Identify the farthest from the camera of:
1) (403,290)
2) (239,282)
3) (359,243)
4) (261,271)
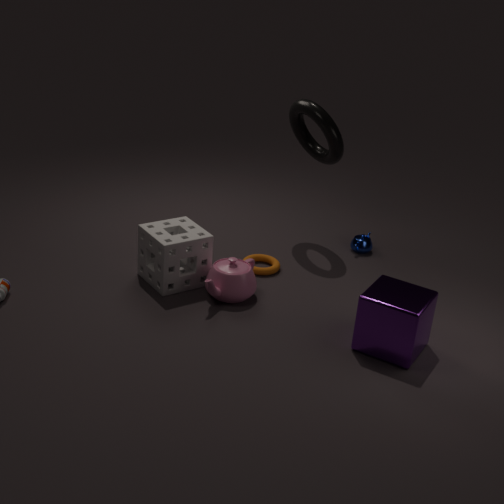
3. (359,243)
